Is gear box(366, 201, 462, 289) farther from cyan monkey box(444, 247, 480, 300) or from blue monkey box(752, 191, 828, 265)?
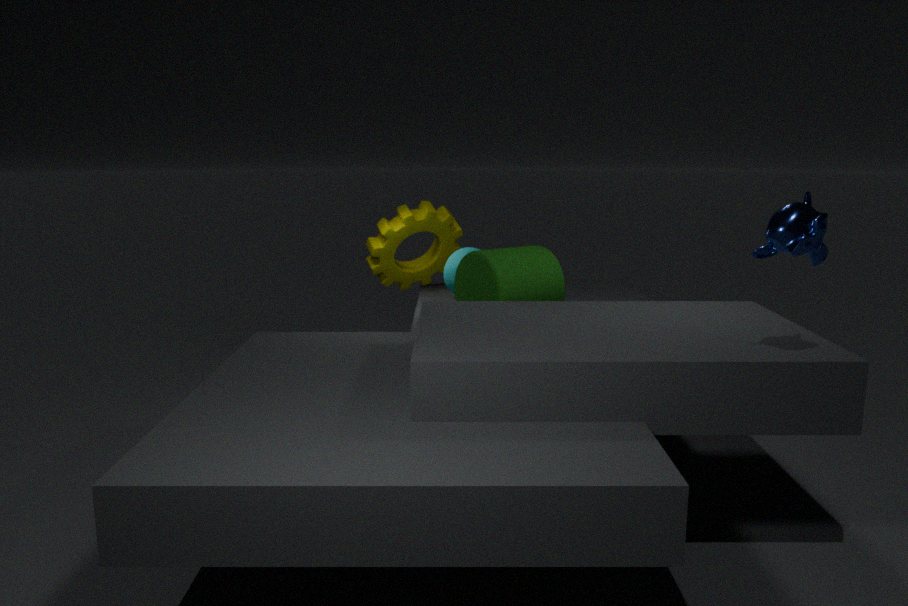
blue monkey box(752, 191, 828, 265)
